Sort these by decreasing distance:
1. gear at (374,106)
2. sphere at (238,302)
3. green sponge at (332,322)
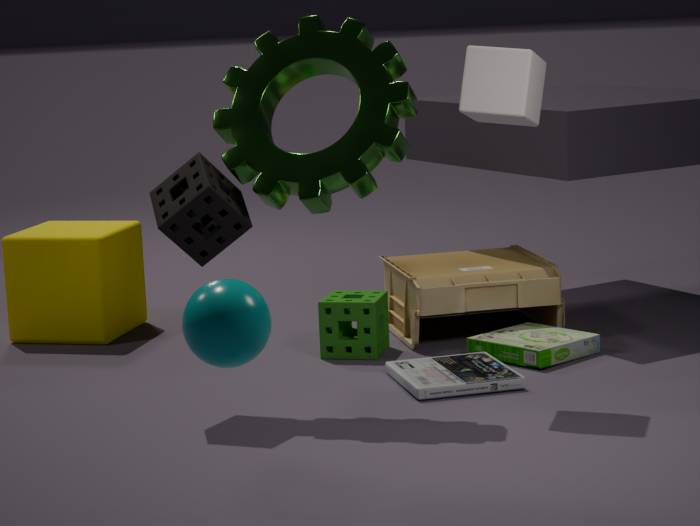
green sponge at (332,322) → gear at (374,106) → sphere at (238,302)
